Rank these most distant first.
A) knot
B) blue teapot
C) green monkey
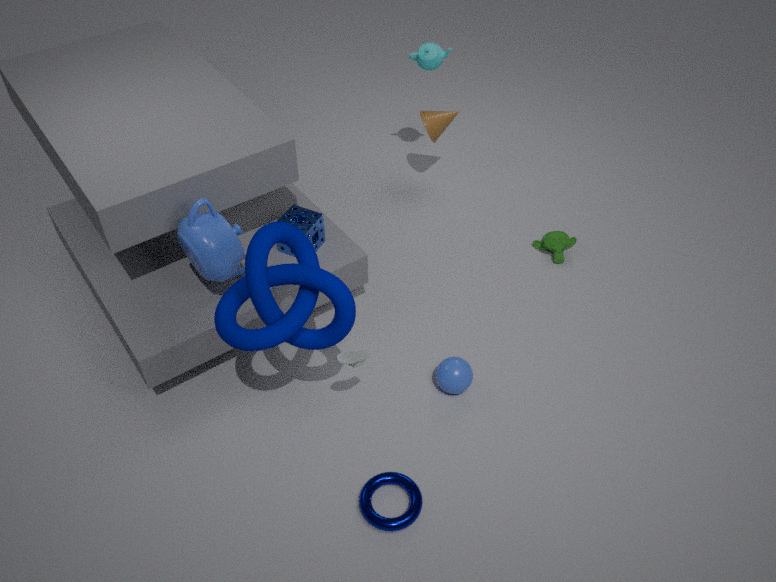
green monkey
blue teapot
knot
